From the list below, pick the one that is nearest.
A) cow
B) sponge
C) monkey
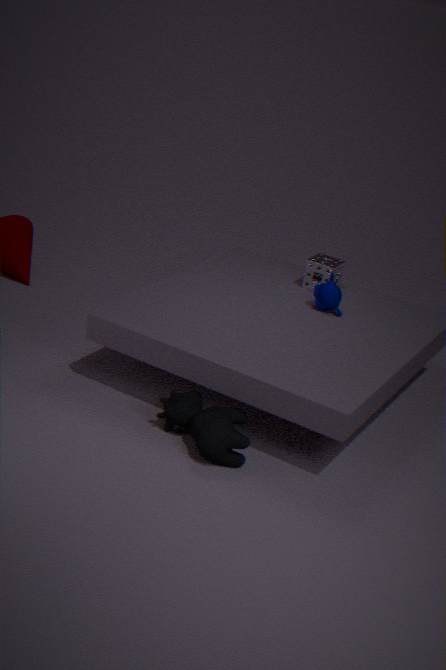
cow
